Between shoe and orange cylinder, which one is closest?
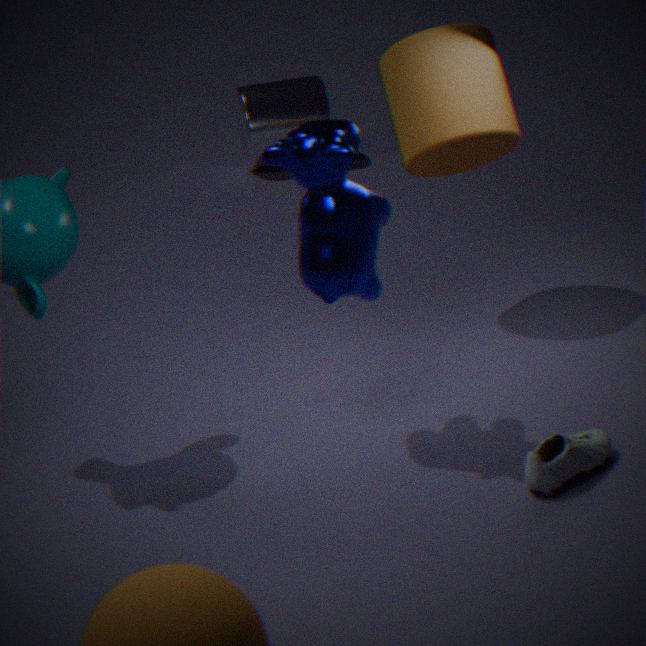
shoe
